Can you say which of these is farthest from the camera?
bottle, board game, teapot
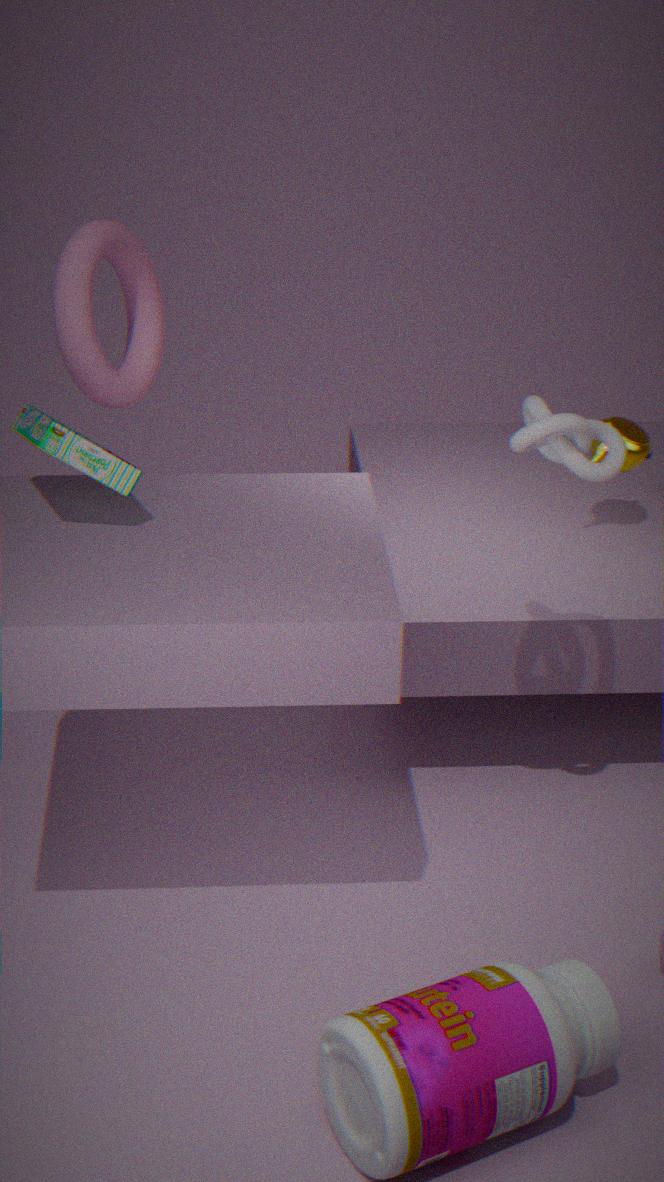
teapot
